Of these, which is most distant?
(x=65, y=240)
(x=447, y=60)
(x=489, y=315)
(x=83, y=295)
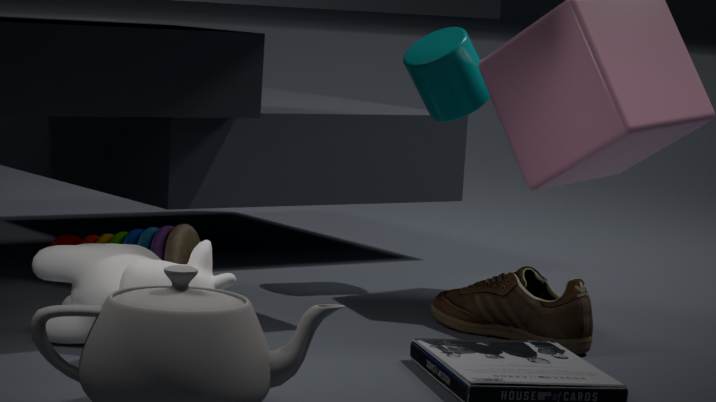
(x=447, y=60)
